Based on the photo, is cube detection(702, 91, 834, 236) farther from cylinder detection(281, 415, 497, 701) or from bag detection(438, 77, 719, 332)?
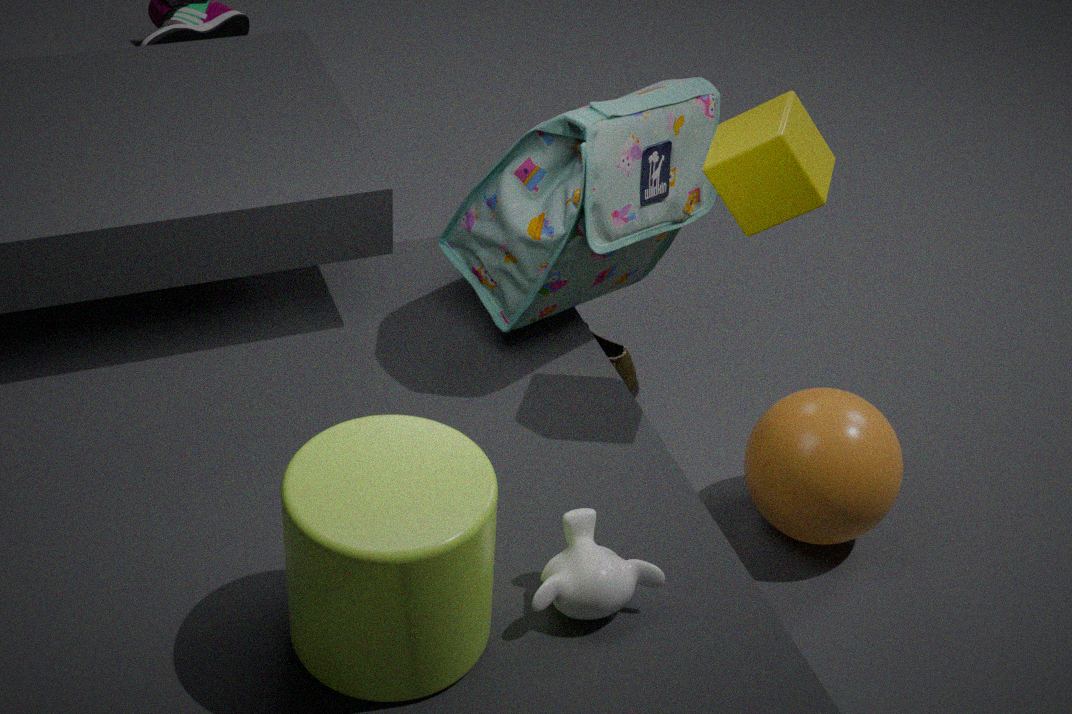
cylinder detection(281, 415, 497, 701)
